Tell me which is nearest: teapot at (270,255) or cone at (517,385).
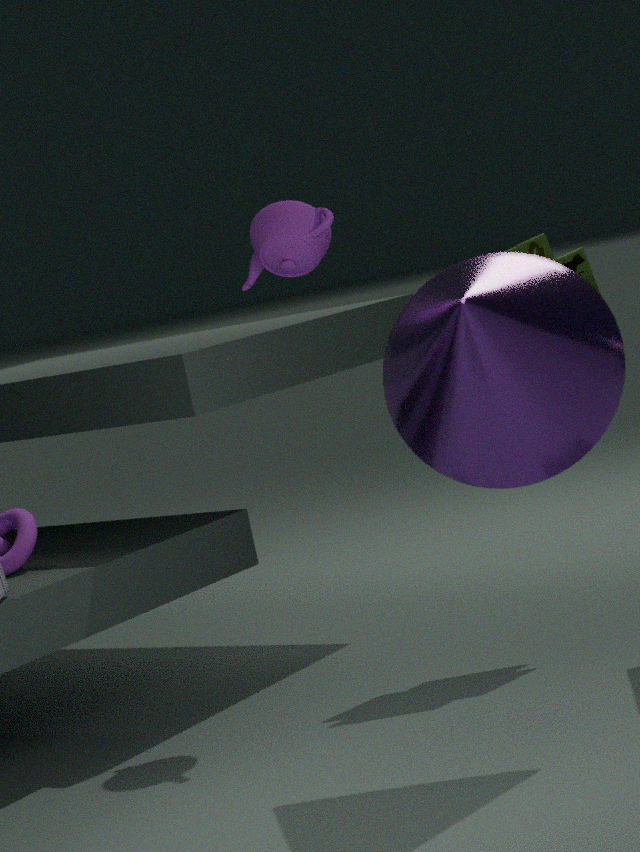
cone at (517,385)
